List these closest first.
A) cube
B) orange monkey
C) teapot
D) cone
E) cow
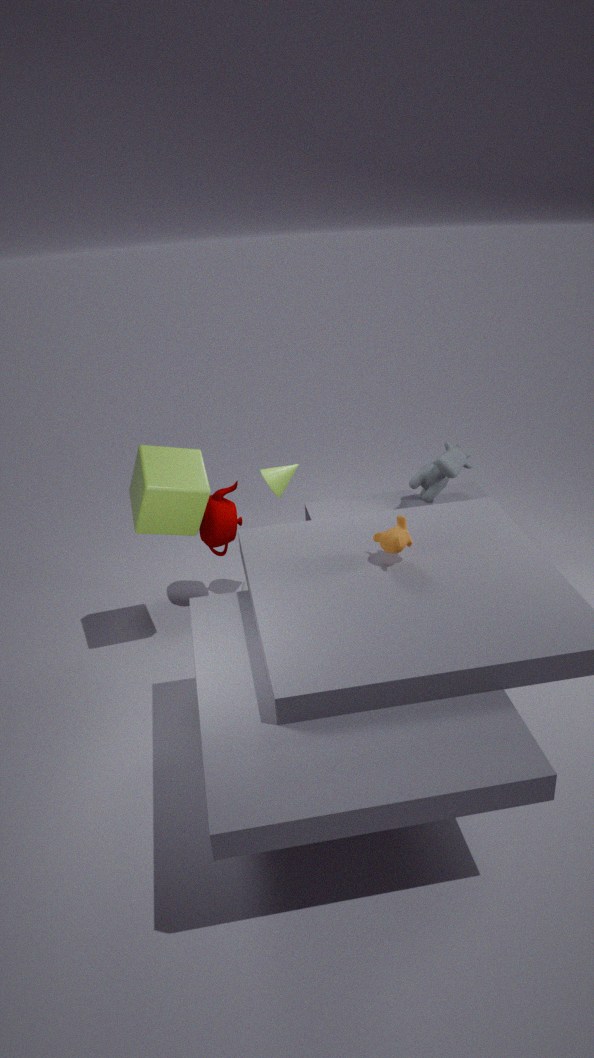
orange monkey → cube → cone → teapot → cow
